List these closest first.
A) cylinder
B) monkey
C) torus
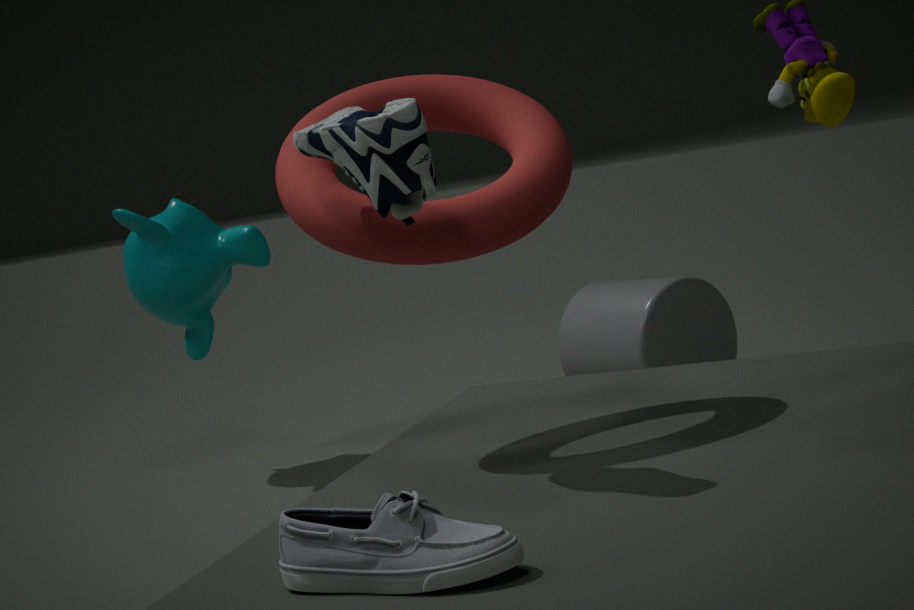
torus, cylinder, monkey
